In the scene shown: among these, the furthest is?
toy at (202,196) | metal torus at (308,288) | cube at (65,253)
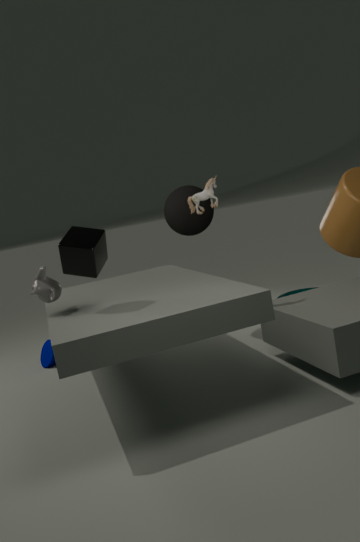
metal torus at (308,288)
